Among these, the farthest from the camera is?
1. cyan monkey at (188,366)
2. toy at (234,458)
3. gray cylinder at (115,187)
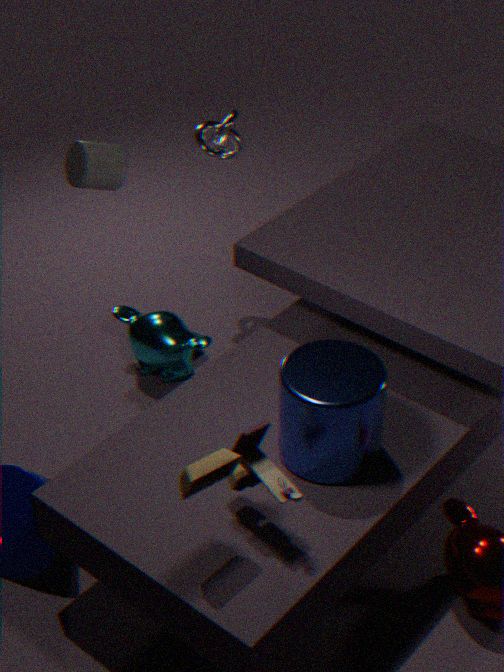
cyan monkey at (188,366)
